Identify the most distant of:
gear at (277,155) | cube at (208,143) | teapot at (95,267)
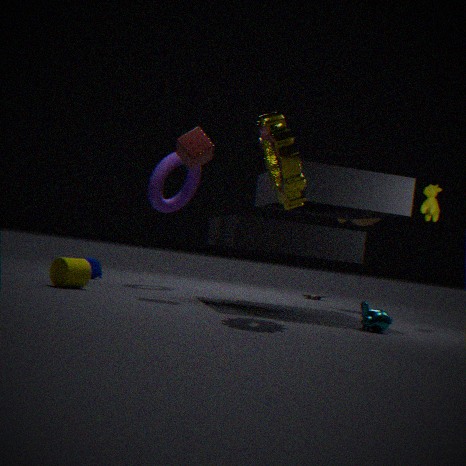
teapot at (95,267)
